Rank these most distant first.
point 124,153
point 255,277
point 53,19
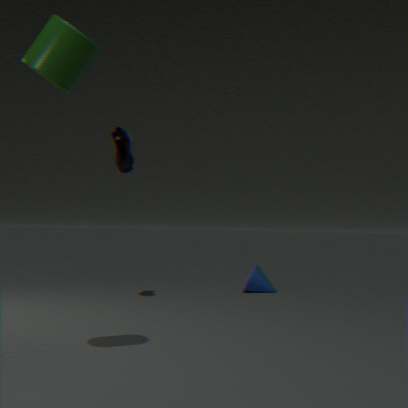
point 255,277
point 124,153
point 53,19
